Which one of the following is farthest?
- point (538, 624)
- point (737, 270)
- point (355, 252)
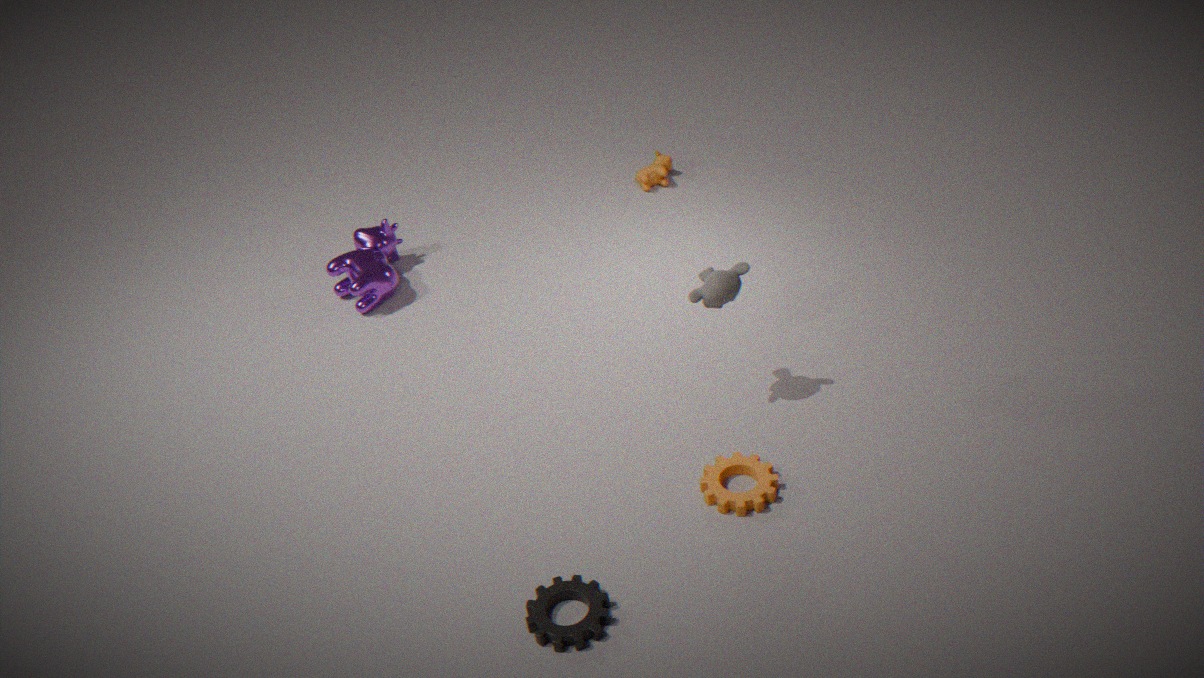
point (355, 252)
